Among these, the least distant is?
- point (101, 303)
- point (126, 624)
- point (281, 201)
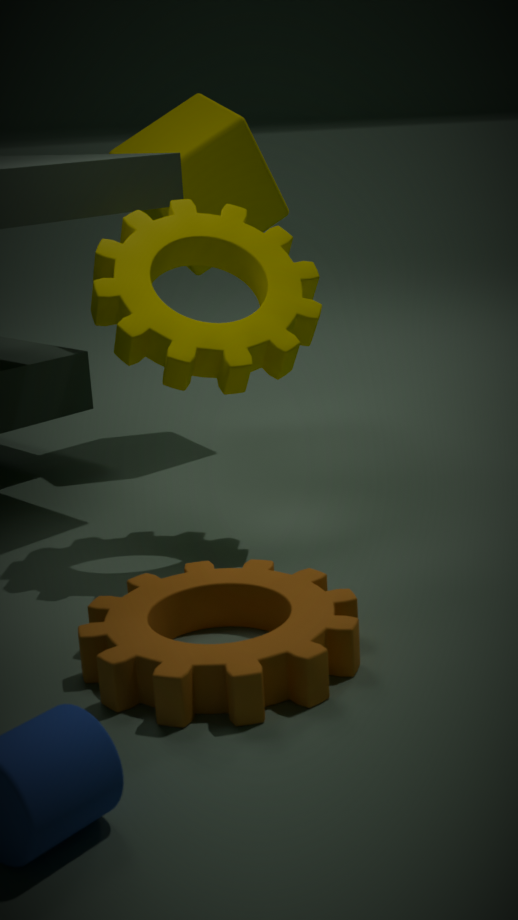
point (126, 624)
